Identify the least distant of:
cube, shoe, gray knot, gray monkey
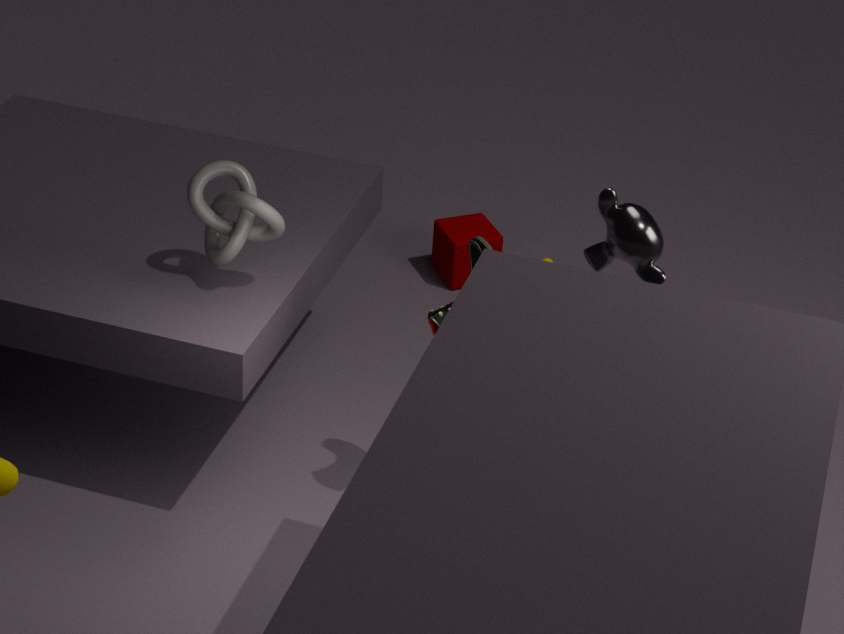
gray monkey
